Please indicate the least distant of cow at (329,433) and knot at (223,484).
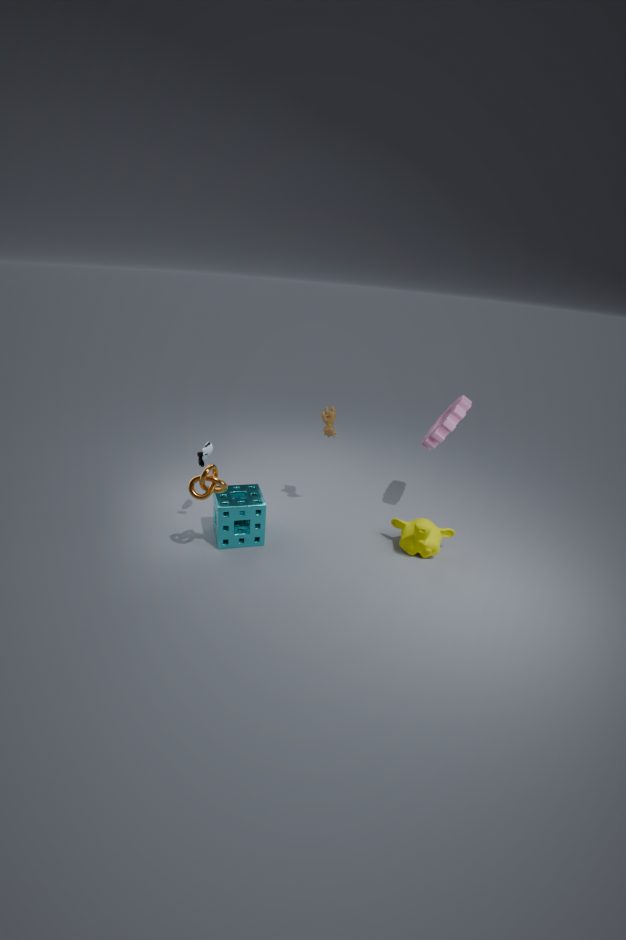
knot at (223,484)
